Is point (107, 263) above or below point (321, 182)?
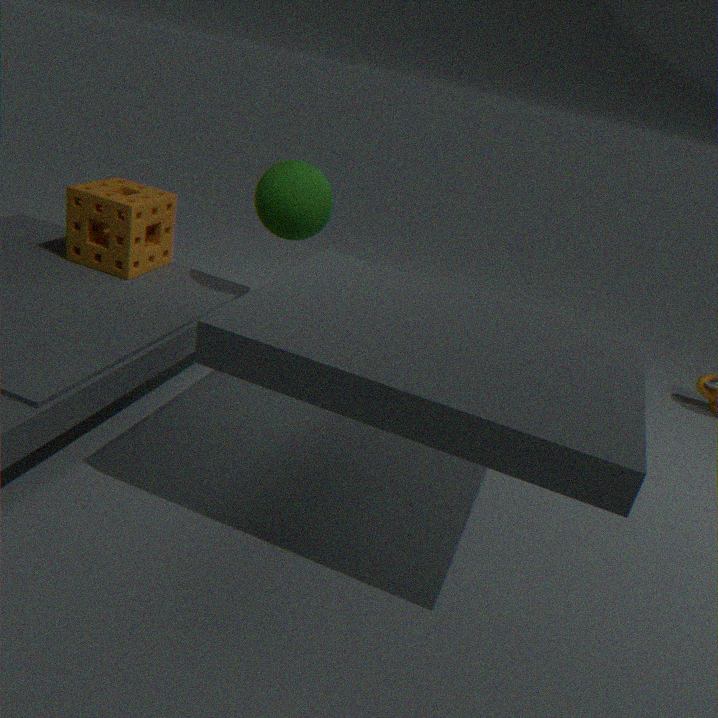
below
